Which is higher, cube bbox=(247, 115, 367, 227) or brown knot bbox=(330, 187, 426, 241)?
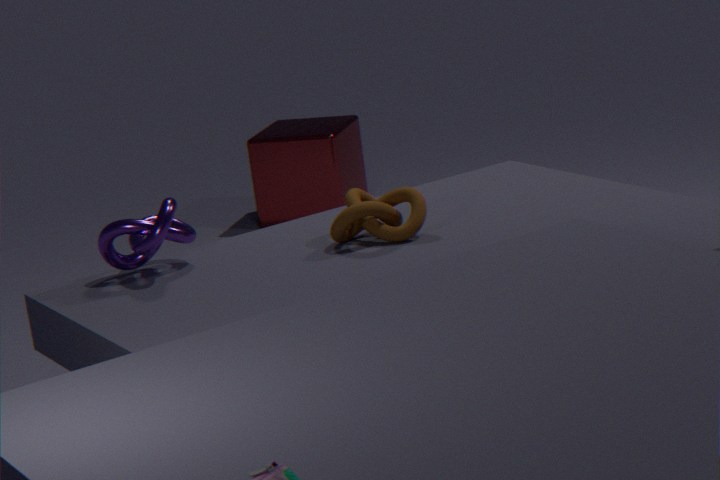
brown knot bbox=(330, 187, 426, 241)
